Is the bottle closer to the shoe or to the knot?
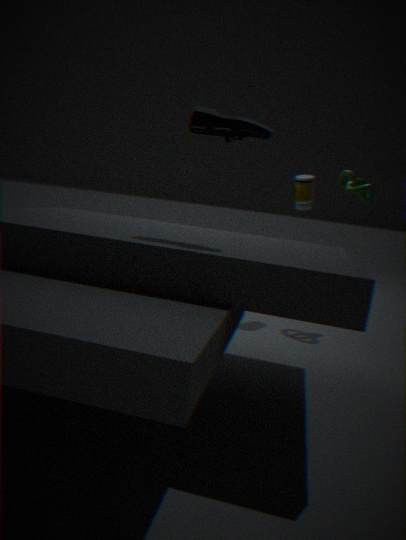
the knot
